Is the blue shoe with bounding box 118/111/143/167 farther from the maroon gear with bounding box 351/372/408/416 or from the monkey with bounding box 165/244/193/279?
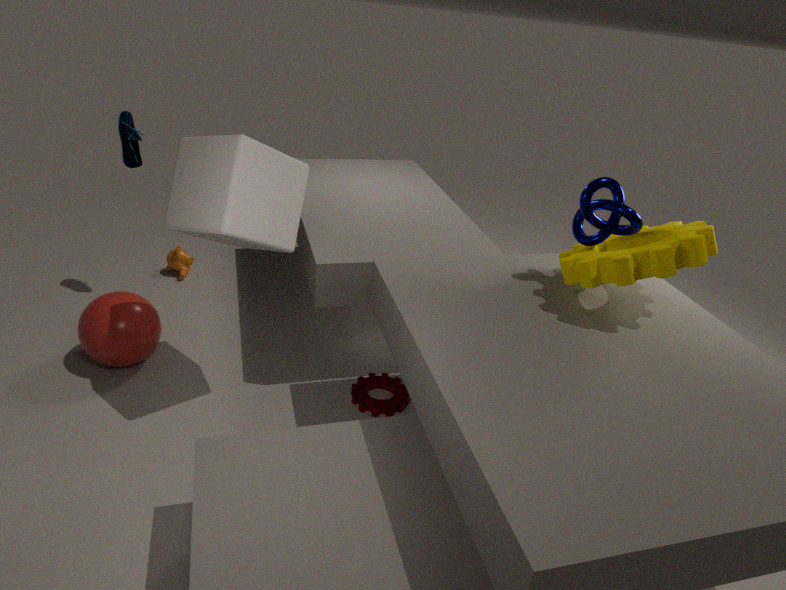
the maroon gear with bounding box 351/372/408/416
